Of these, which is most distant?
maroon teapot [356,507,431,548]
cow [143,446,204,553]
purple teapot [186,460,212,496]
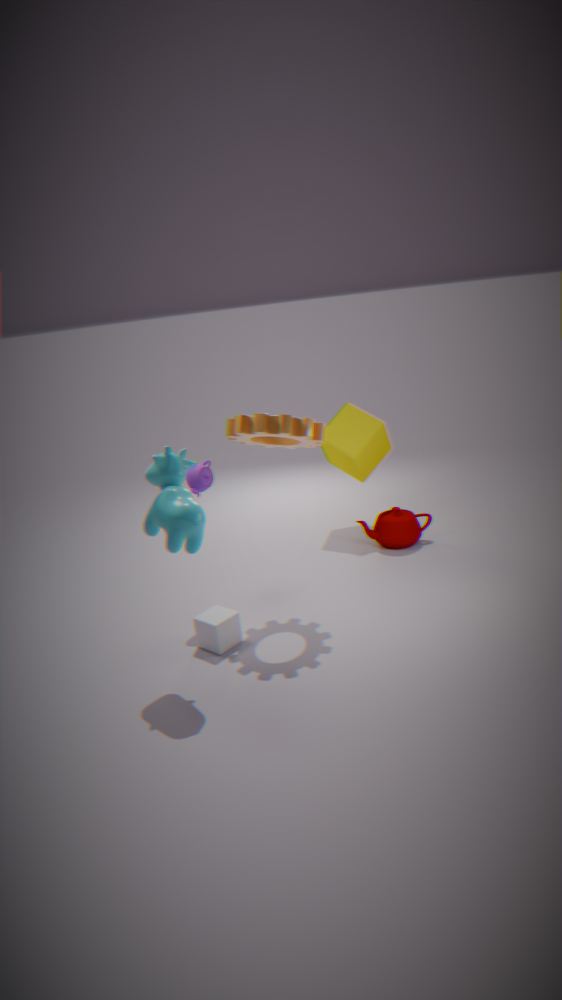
maroon teapot [356,507,431,548]
